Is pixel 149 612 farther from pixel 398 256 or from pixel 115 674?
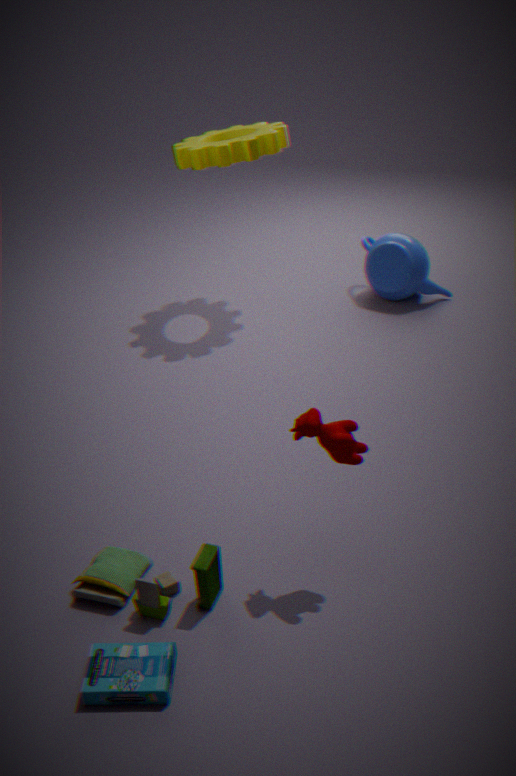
pixel 398 256
